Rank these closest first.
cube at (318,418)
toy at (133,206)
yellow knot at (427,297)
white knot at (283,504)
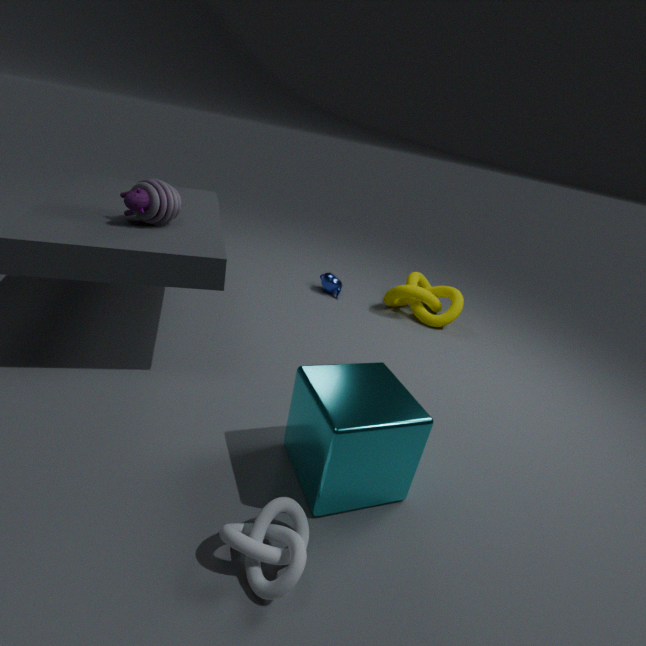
white knot at (283,504) → cube at (318,418) → toy at (133,206) → yellow knot at (427,297)
